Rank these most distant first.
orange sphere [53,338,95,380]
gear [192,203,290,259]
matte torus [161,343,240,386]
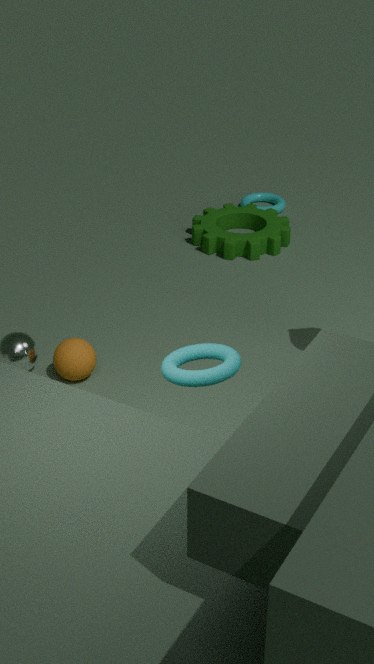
gear [192,203,290,259]
orange sphere [53,338,95,380]
matte torus [161,343,240,386]
